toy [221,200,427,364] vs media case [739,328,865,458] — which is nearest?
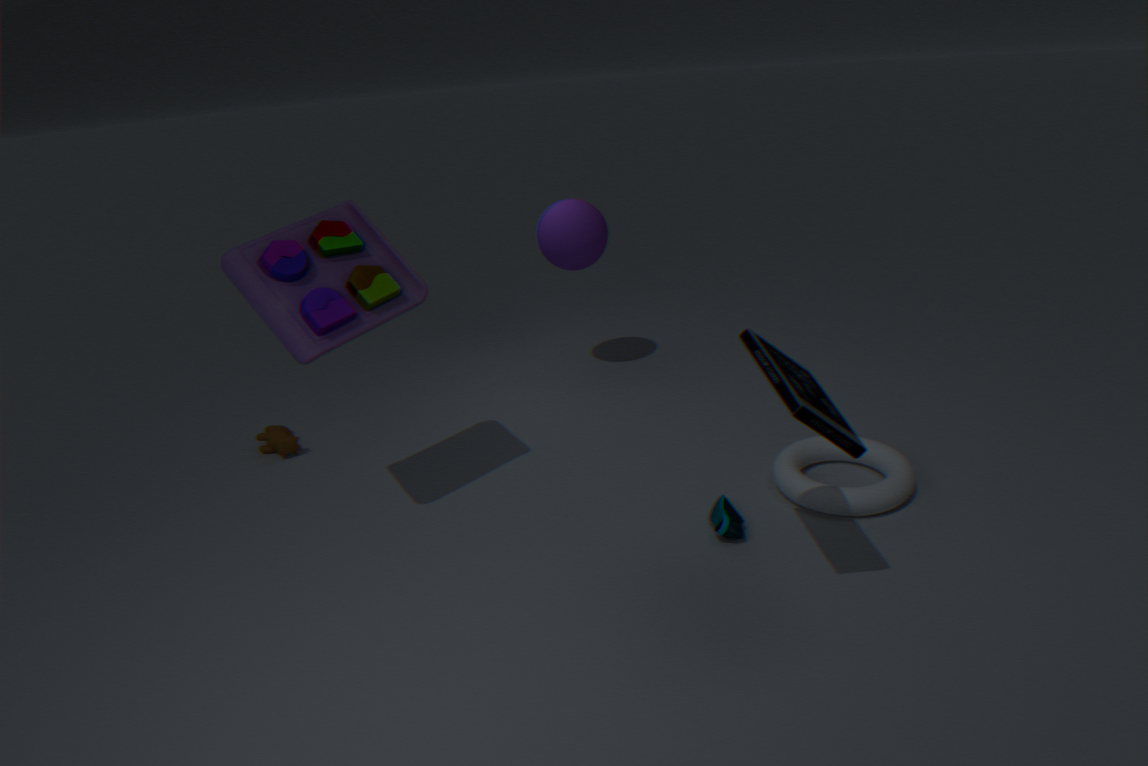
media case [739,328,865,458]
